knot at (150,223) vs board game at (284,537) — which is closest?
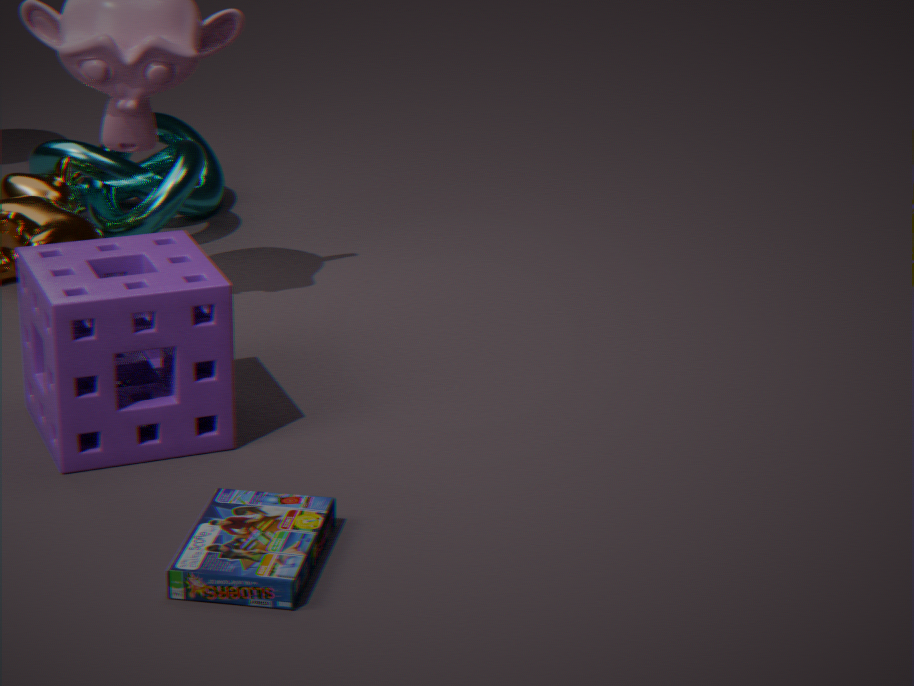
board game at (284,537)
